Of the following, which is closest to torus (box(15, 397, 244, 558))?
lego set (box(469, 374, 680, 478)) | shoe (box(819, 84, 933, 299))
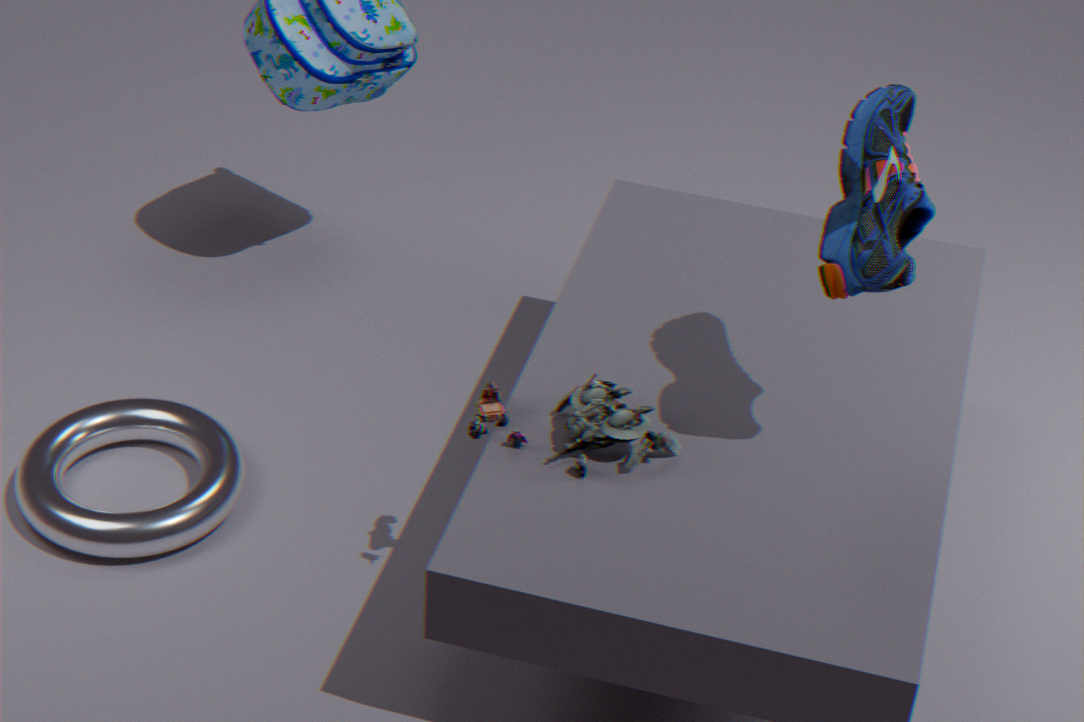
lego set (box(469, 374, 680, 478))
